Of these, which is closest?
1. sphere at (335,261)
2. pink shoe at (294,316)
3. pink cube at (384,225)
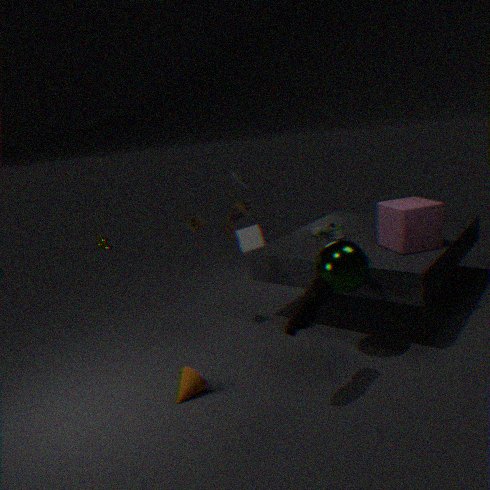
pink shoe at (294,316)
